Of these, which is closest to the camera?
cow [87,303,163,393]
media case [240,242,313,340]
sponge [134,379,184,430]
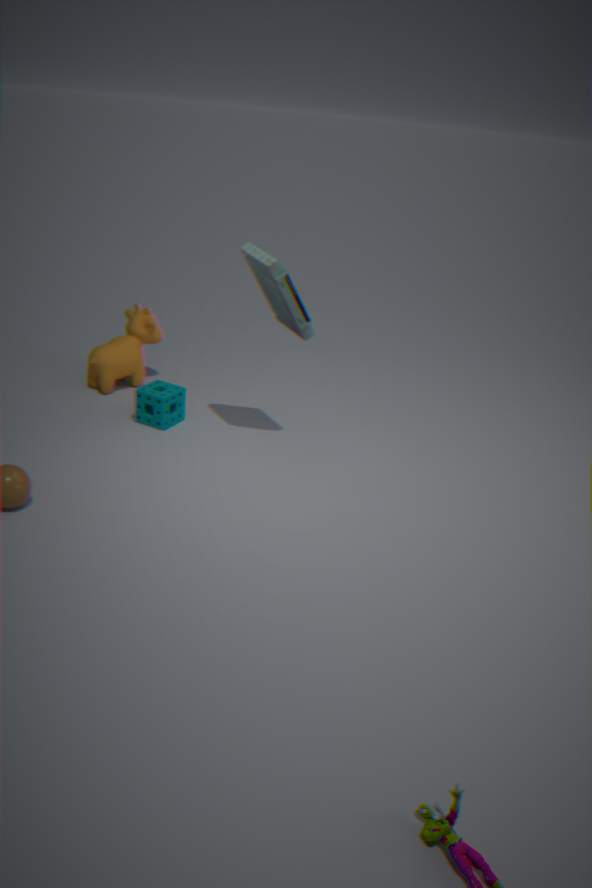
media case [240,242,313,340]
